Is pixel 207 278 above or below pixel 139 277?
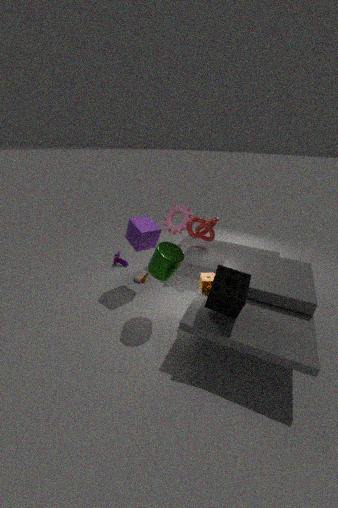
above
